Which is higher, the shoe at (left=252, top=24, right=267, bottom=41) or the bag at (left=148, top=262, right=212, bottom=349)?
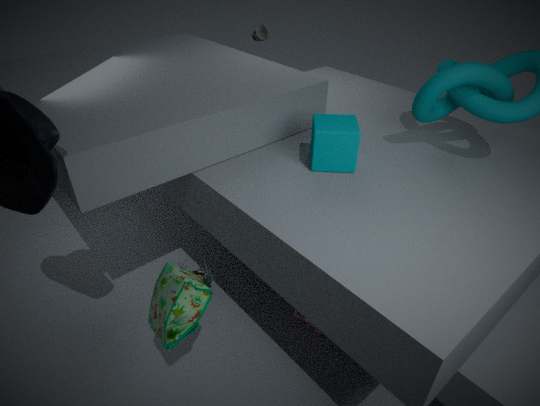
the shoe at (left=252, top=24, right=267, bottom=41)
